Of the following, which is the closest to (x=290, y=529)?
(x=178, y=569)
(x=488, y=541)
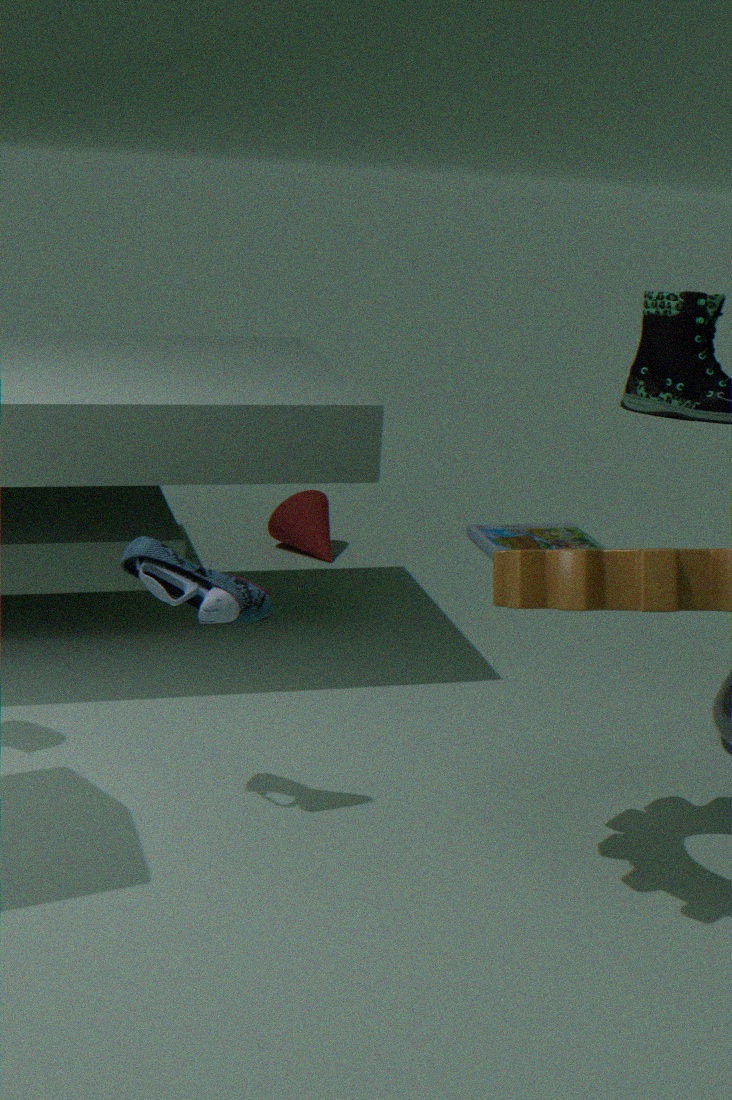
(x=488, y=541)
